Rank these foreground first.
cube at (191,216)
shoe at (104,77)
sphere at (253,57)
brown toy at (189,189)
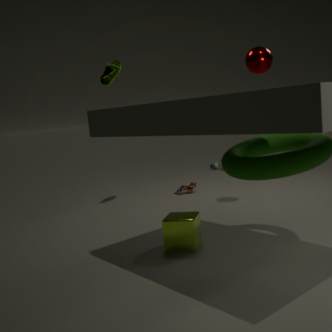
cube at (191,216)
sphere at (253,57)
shoe at (104,77)
brown toy at (189,189)
